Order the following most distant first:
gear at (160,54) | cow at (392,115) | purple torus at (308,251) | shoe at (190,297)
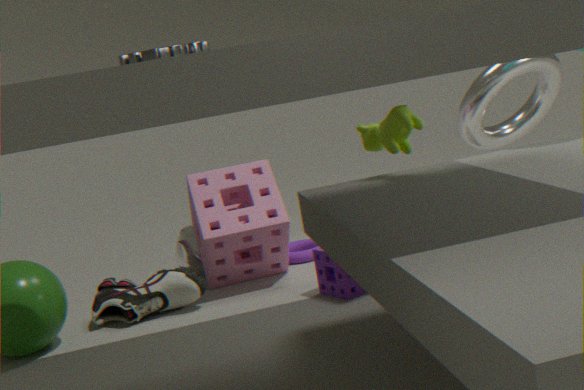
purple torus at (308,251) < shoe at (190,297) < cow at (392,115) < gear at (160,54)
